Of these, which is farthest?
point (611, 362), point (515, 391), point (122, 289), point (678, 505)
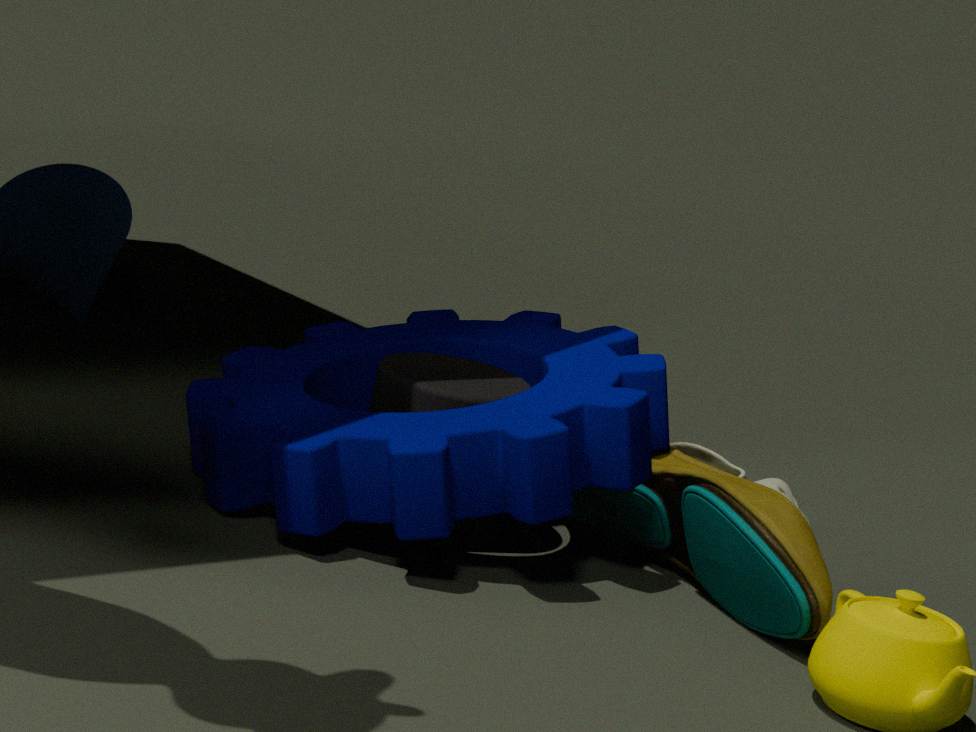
point (122, 289)
